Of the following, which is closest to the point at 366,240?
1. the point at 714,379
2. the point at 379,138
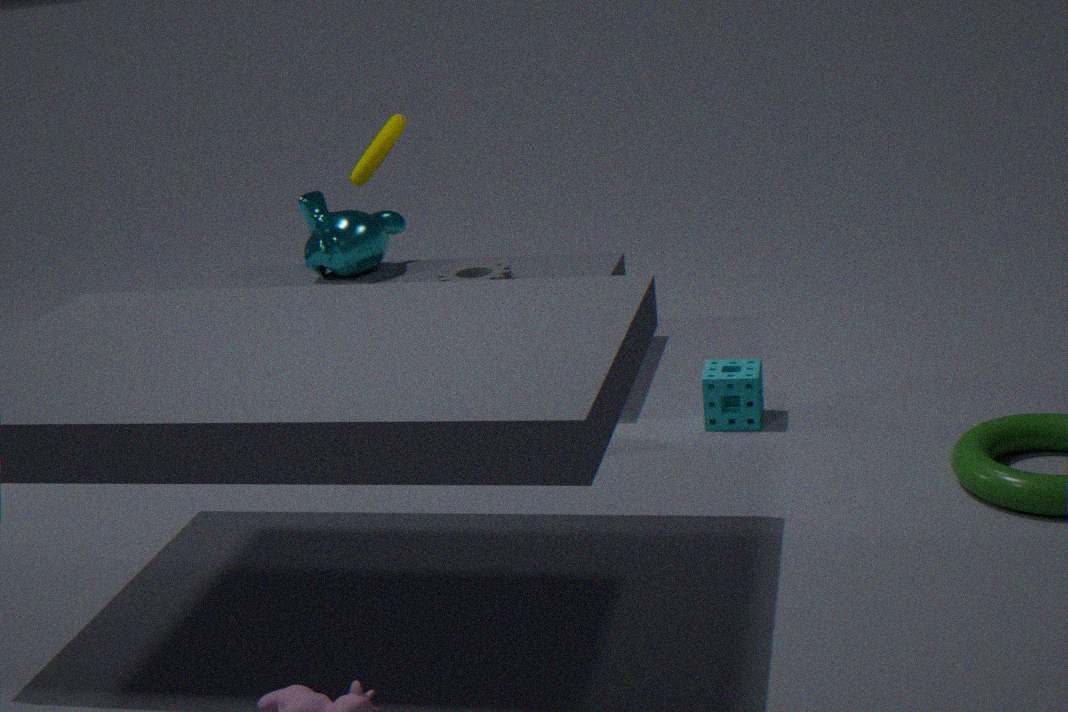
the point at 379,138
